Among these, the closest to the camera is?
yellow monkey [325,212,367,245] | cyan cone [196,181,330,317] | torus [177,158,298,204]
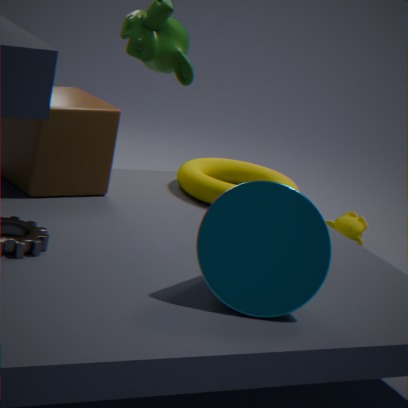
cyan cone [196,181,330,317]
